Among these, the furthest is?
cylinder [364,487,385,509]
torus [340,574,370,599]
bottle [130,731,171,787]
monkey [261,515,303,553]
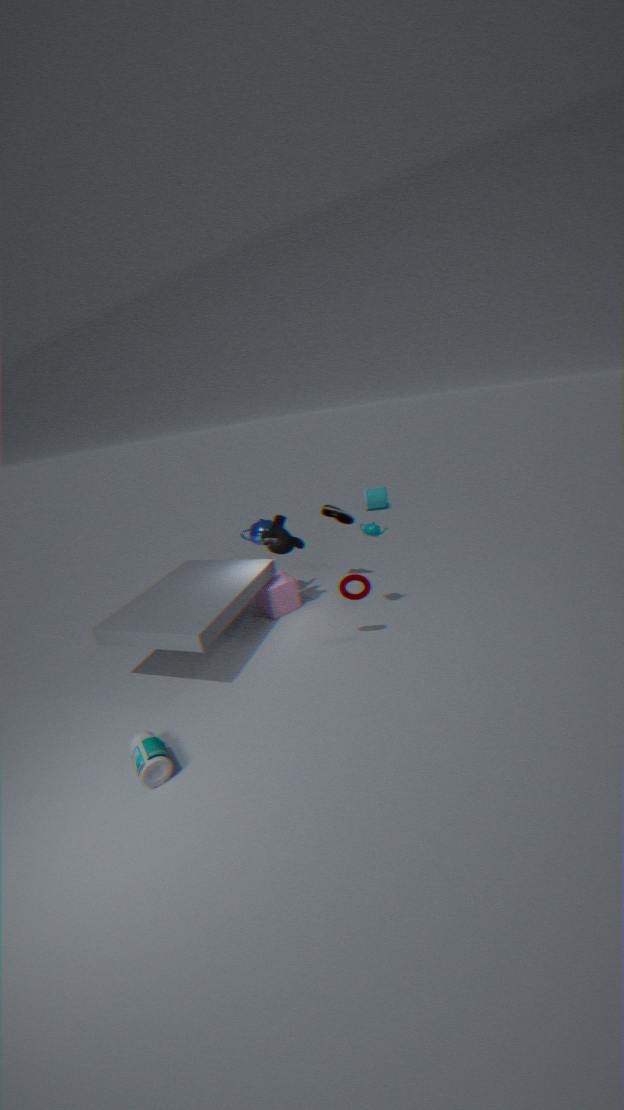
cylinder [364,487,385,509]
